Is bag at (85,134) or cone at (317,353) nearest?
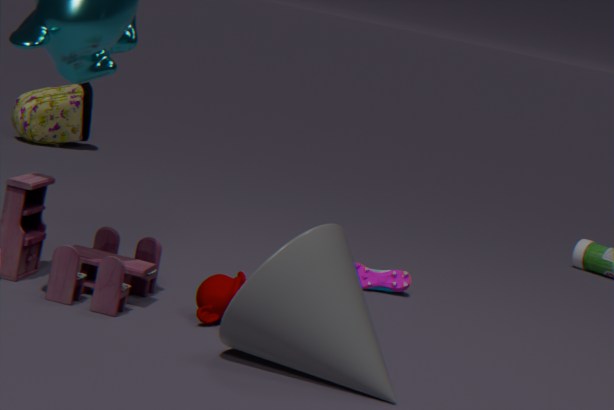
cone at (317,353)
